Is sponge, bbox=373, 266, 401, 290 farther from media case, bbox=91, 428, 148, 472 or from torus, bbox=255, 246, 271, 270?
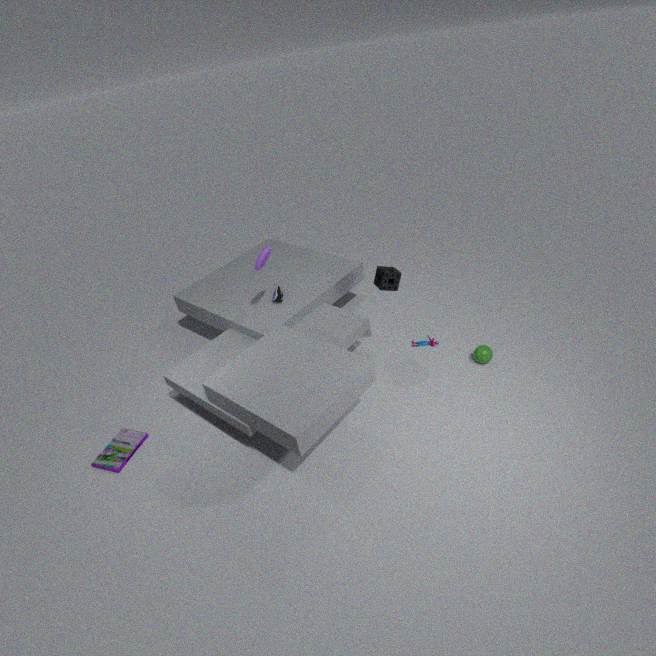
media case, bbox=91, 428, 148, 472
